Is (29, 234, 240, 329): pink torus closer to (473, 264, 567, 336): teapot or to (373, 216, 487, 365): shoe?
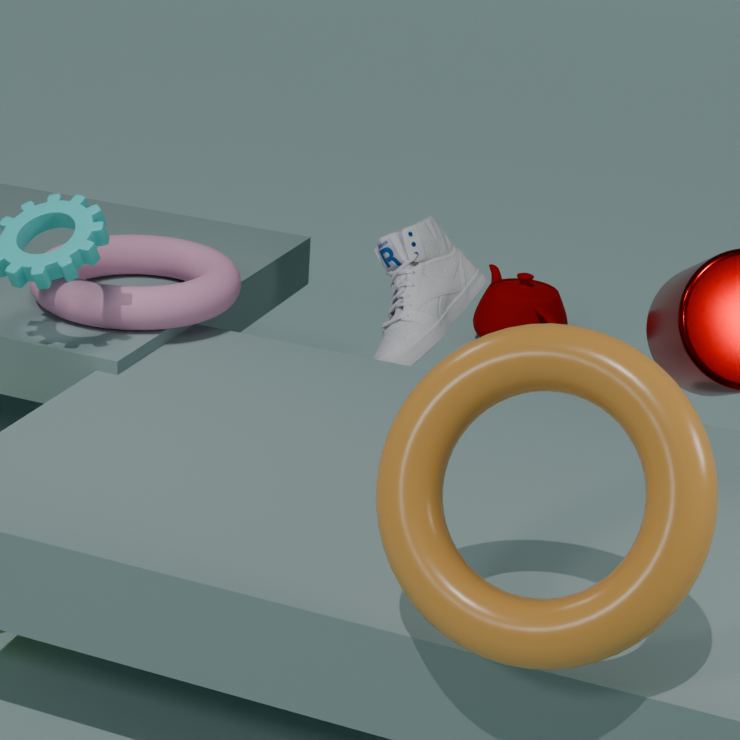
(373, 216, 487, 365): shoe
